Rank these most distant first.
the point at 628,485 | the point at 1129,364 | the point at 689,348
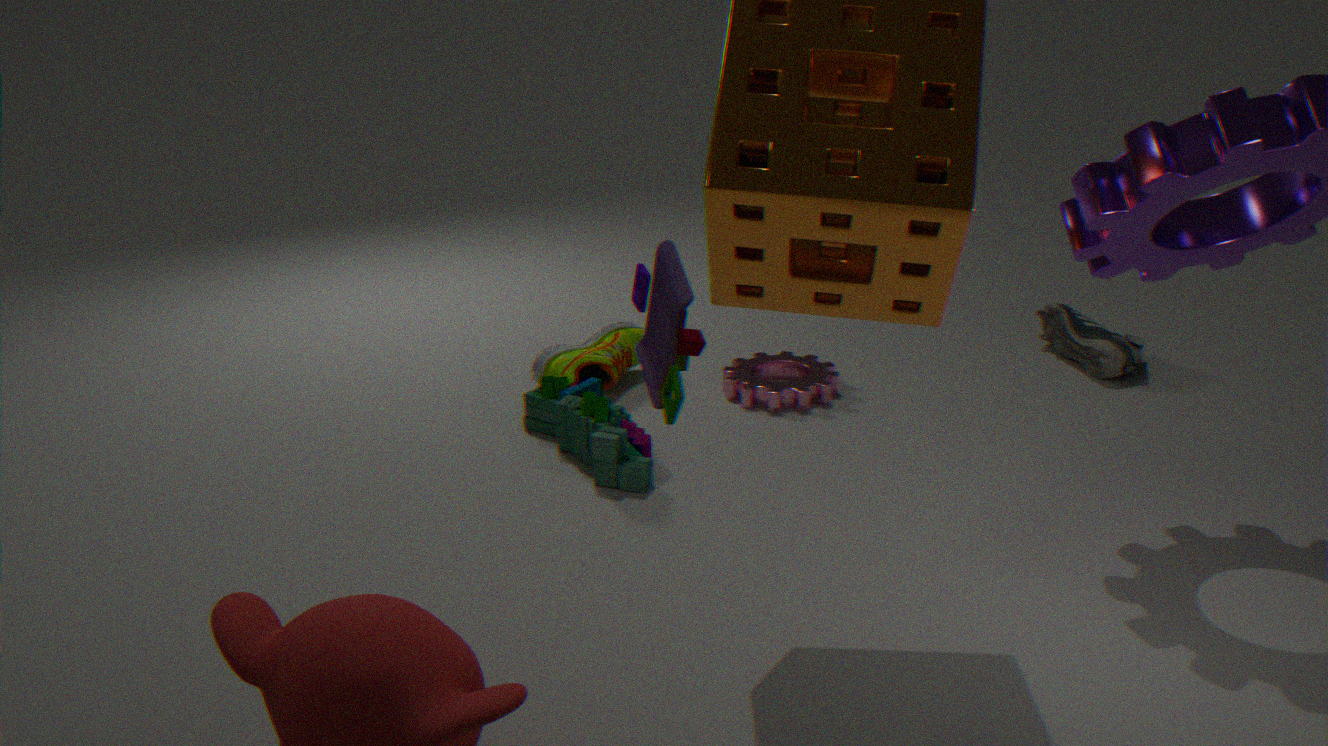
the point at 1129,364, the point at 628,485, the point at 689,348
